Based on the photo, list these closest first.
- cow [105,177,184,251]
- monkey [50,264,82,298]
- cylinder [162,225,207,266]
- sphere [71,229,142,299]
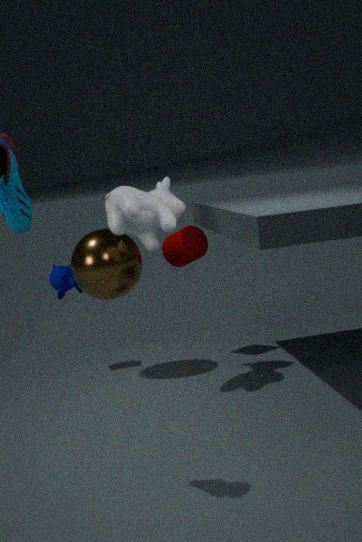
1. cow [105,177,184,251]
2. sphere [71,229,142,299]
3. cylinder [162,225,207,266]
4. monkey [50,264,82,298]
